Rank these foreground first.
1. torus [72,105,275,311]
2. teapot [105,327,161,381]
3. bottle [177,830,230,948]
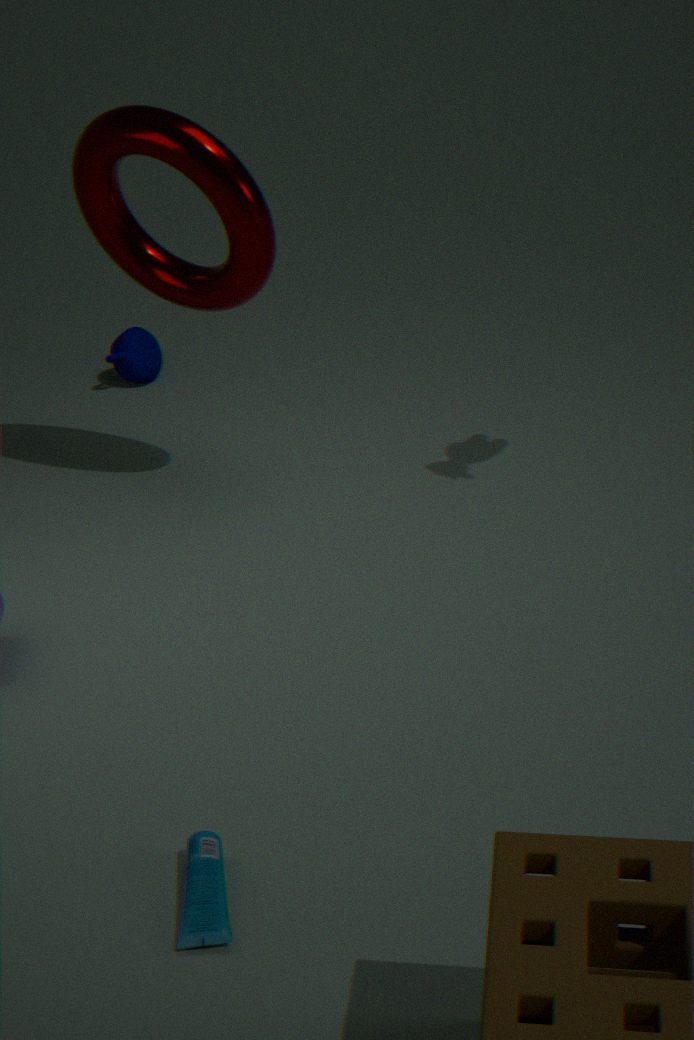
bottle [177,830,230,948], torus [72,105,275,311], teapot [105,327,161,381]
